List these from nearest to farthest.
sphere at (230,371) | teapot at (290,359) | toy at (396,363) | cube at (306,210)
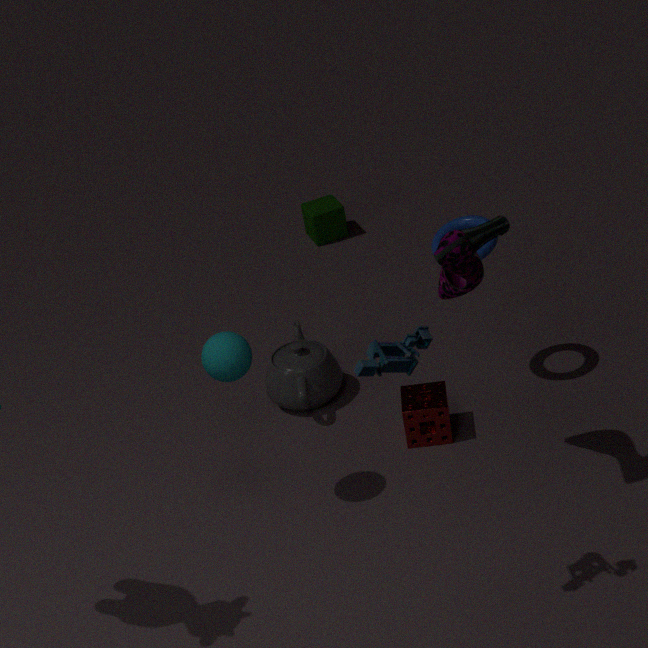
1. toy at (396,363)
2. sphere at (230,371)
3. teapot at (290,359)
4. cube at (306,210)
